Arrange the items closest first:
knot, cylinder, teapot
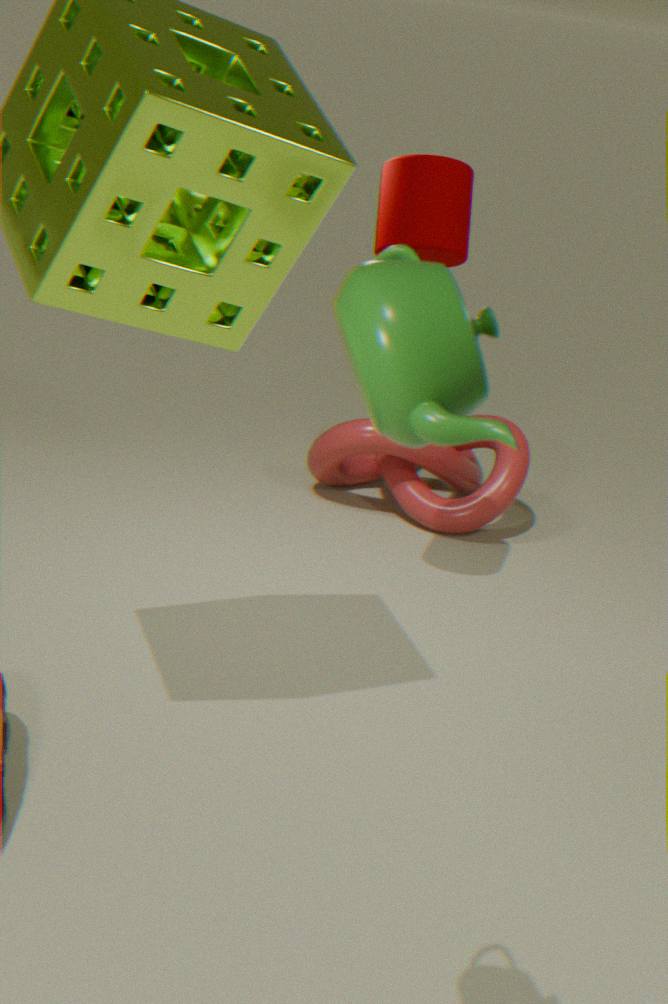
teapot, cylinder, knot
